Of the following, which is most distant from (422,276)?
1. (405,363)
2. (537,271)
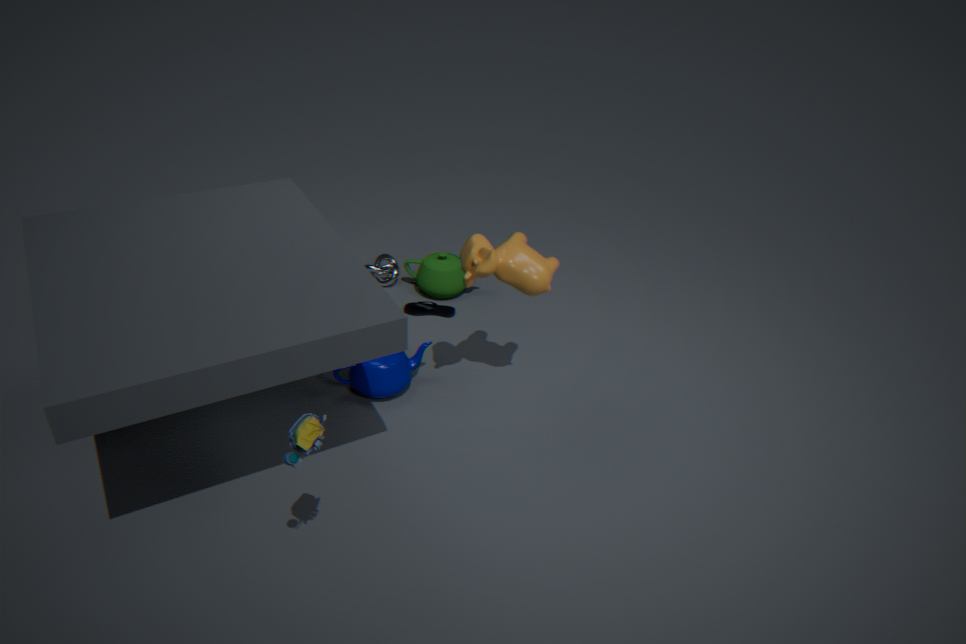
(537,271)
